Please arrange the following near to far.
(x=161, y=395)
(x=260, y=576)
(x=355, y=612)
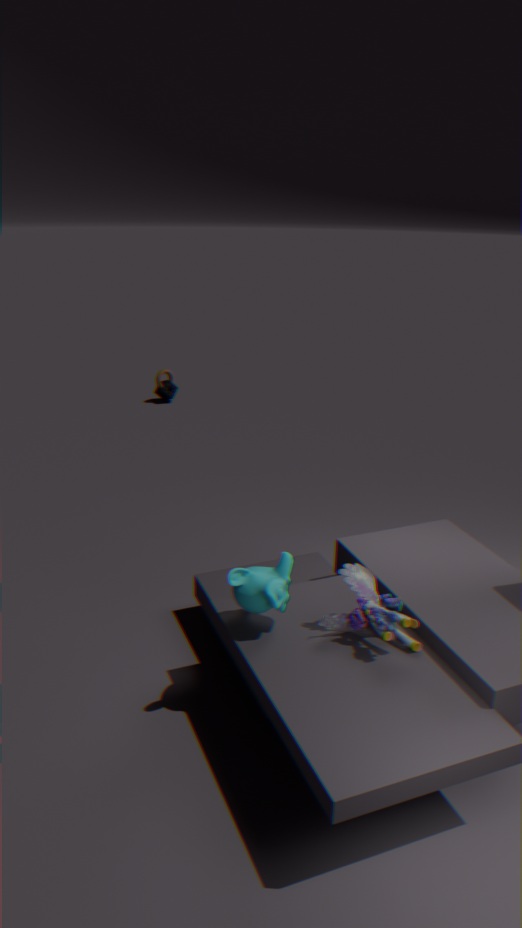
(x=260, y=576) → (x=355, y=612) → (x=161, y=395)
